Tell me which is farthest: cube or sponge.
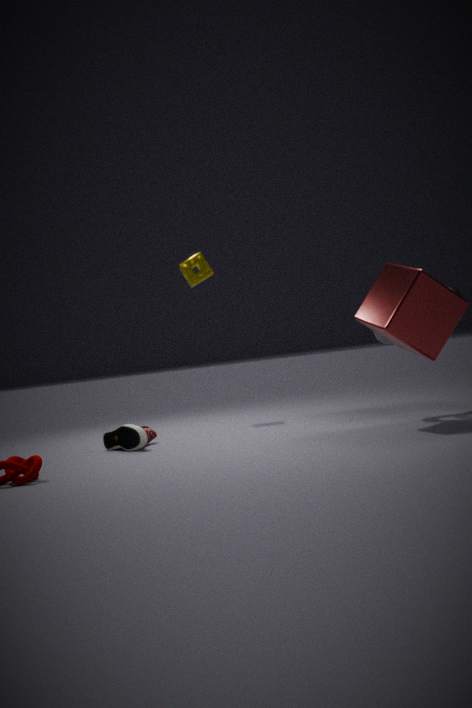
sponge
